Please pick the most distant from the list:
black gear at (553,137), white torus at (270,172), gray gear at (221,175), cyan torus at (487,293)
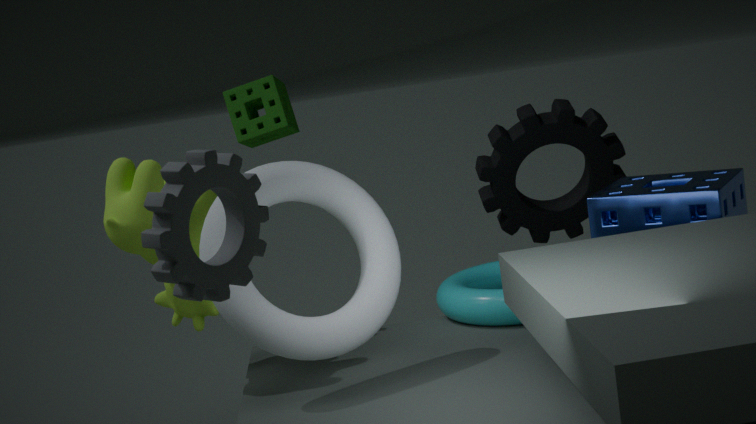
black gear at (553,137)
